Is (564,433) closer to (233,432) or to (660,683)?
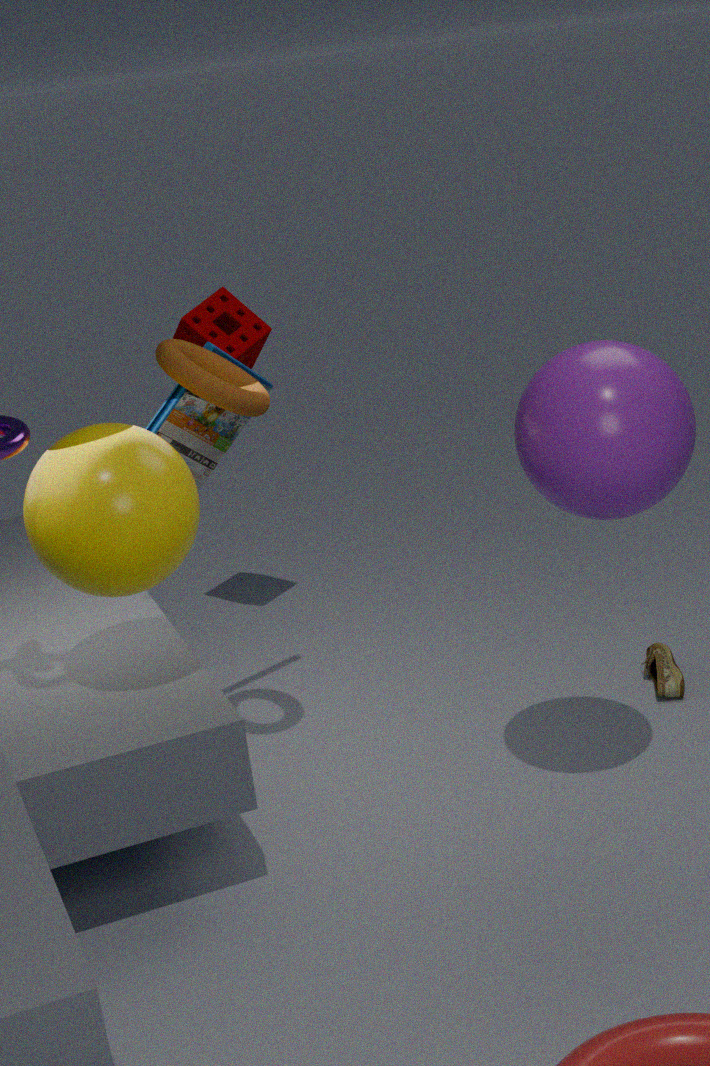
(233,432)
